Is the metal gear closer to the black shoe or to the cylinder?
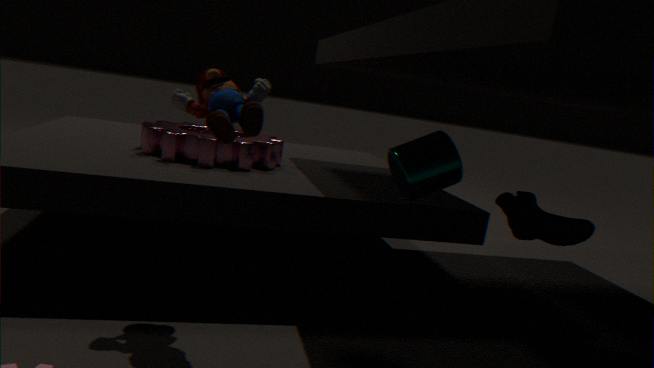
the cylinder
